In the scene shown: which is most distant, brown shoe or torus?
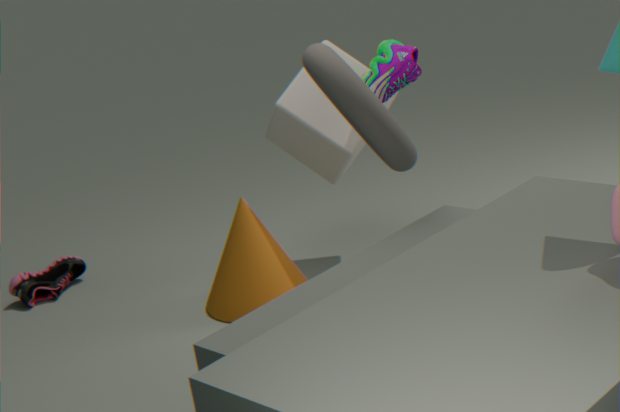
brown shoe
